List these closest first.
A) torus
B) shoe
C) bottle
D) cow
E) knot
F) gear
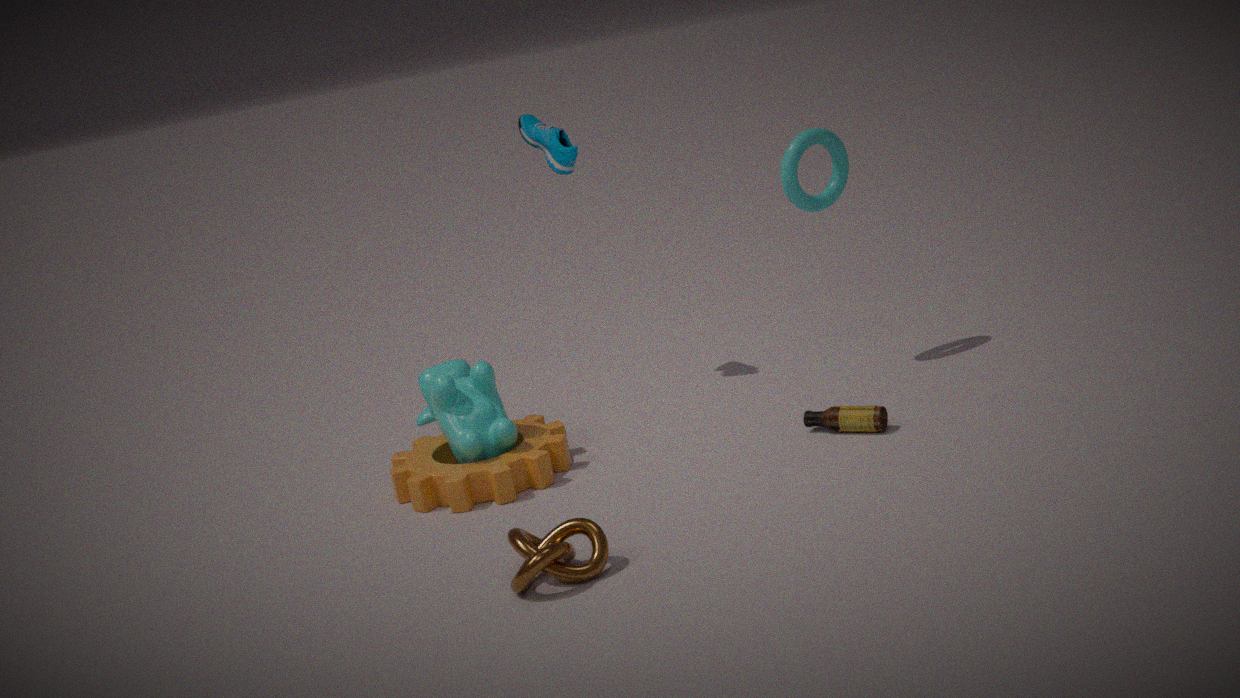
knot, gear, bottle, cow, torus, shoe
